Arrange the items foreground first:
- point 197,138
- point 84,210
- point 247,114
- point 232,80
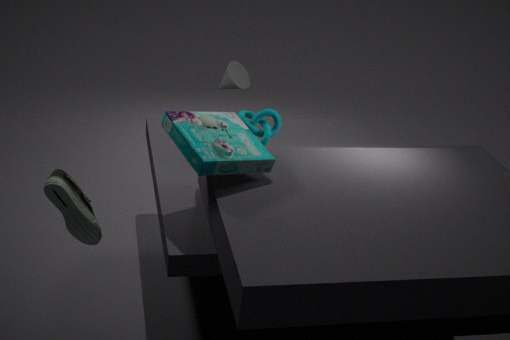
point 84,210, point 197,138, point 247,114, point 232,80
